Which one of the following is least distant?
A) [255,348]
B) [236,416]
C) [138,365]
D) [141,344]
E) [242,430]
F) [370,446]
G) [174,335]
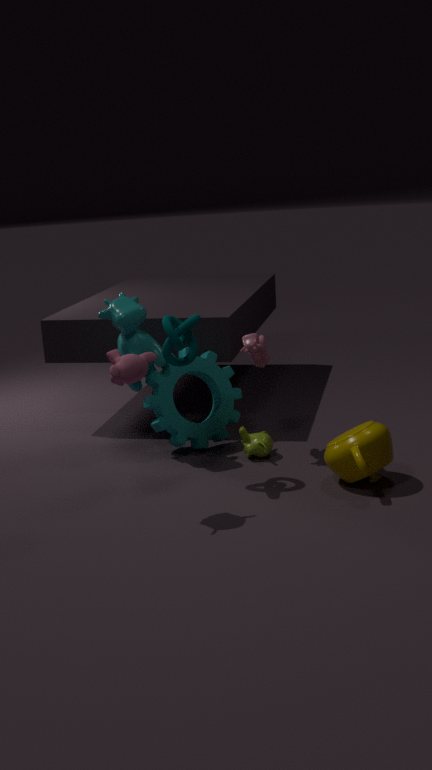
[138,365]
